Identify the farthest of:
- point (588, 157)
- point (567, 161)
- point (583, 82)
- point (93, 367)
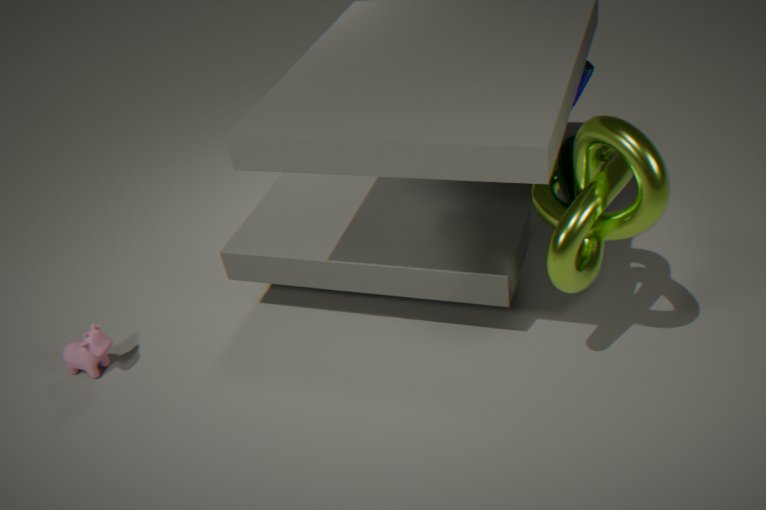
point (583, 82)
